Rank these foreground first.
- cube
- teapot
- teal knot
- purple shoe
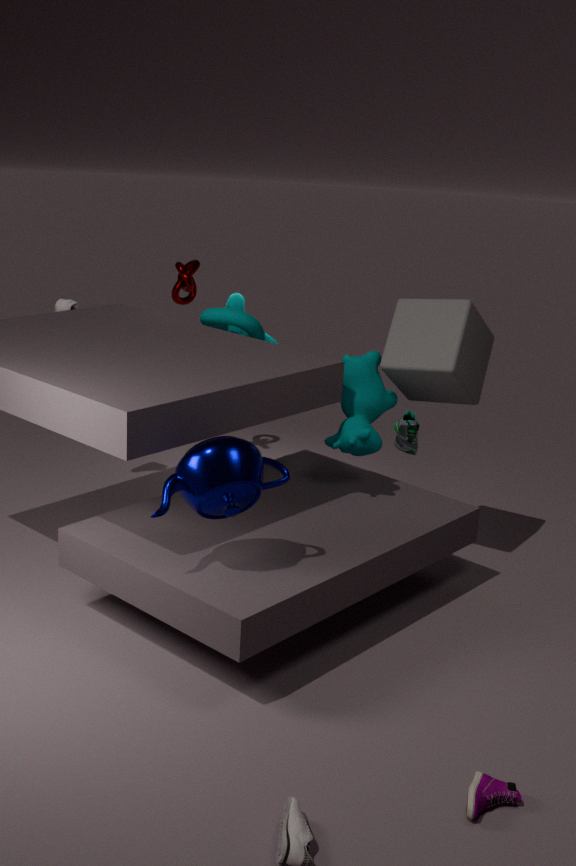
purple shoe → teapot → cube → teal knot
